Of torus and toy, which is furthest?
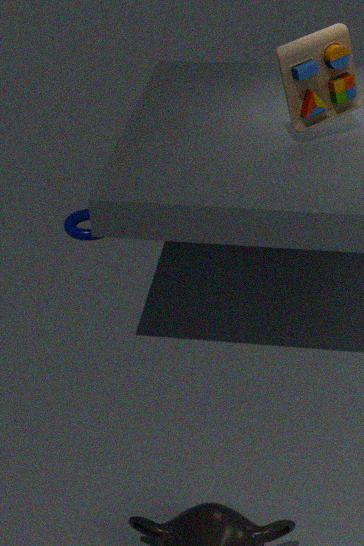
torus
